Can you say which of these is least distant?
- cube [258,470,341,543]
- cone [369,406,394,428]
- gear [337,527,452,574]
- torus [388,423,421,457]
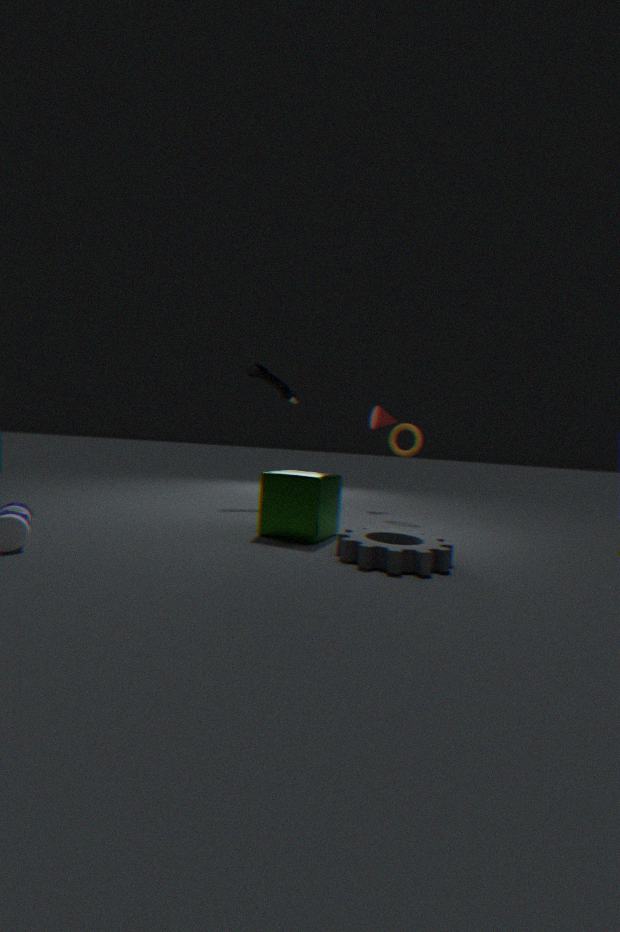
gear [337,527,452,574]
